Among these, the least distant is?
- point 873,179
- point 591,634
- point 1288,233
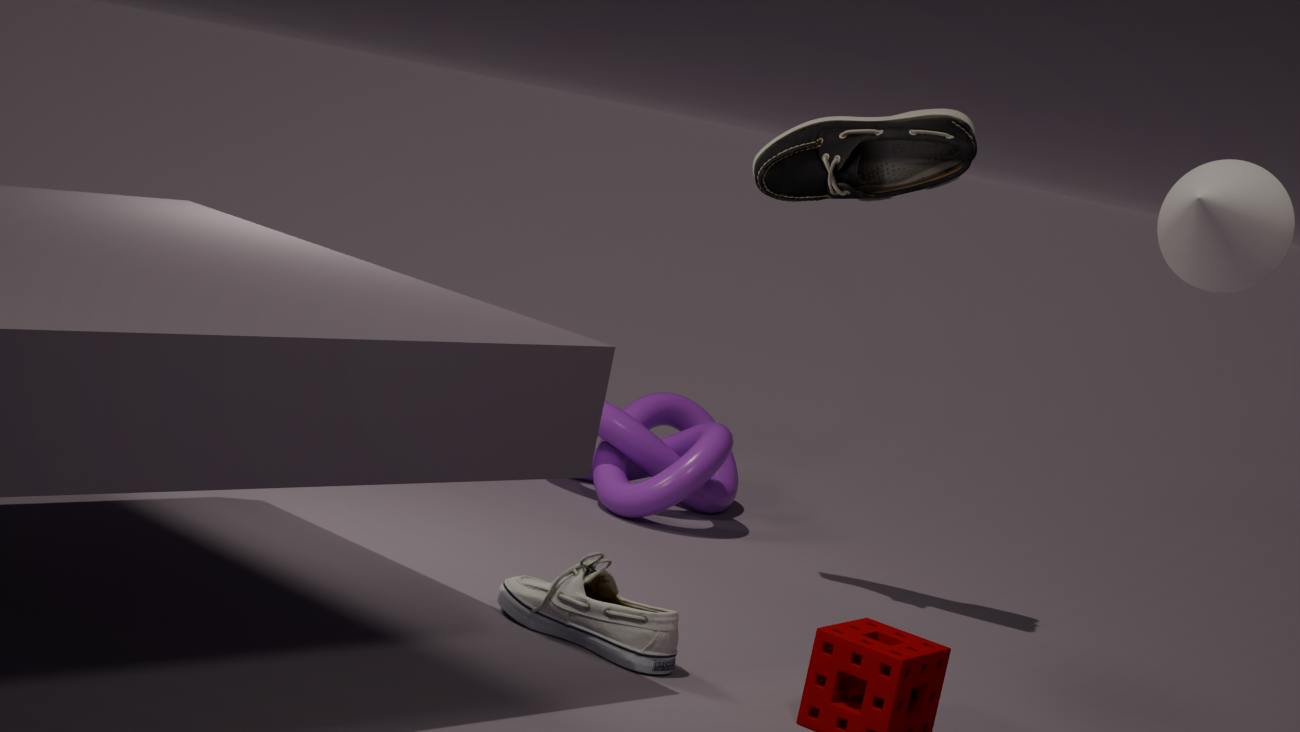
point 1288,233
